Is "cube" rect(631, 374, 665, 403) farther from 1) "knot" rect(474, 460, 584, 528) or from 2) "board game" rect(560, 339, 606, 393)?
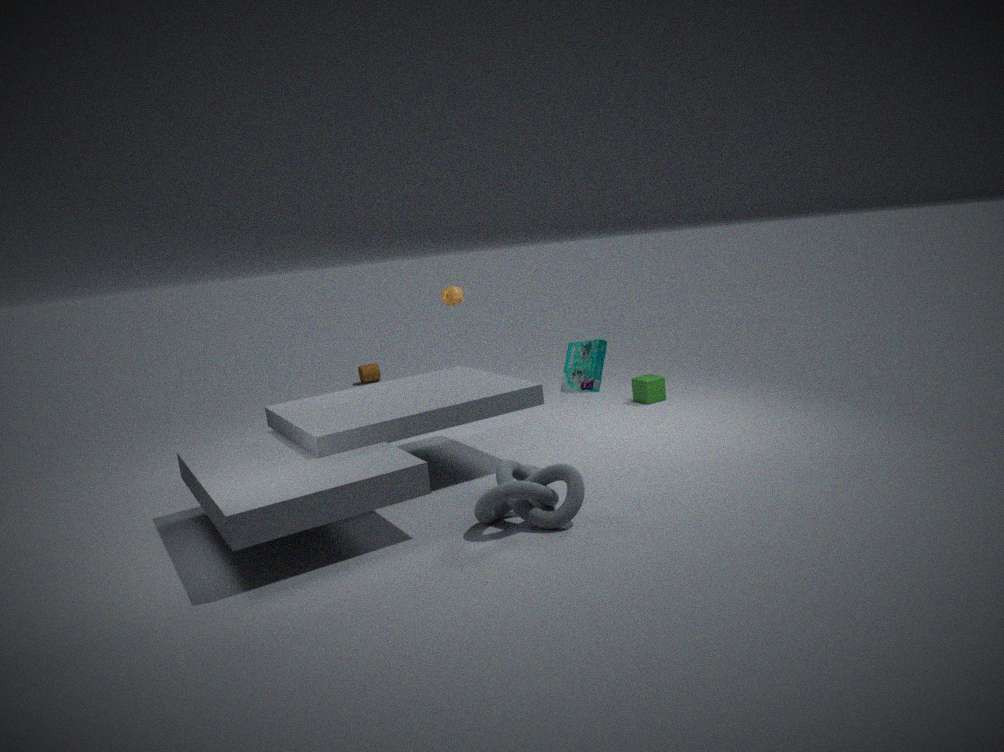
1) "knot" rect(474, 460, 584, 528)
